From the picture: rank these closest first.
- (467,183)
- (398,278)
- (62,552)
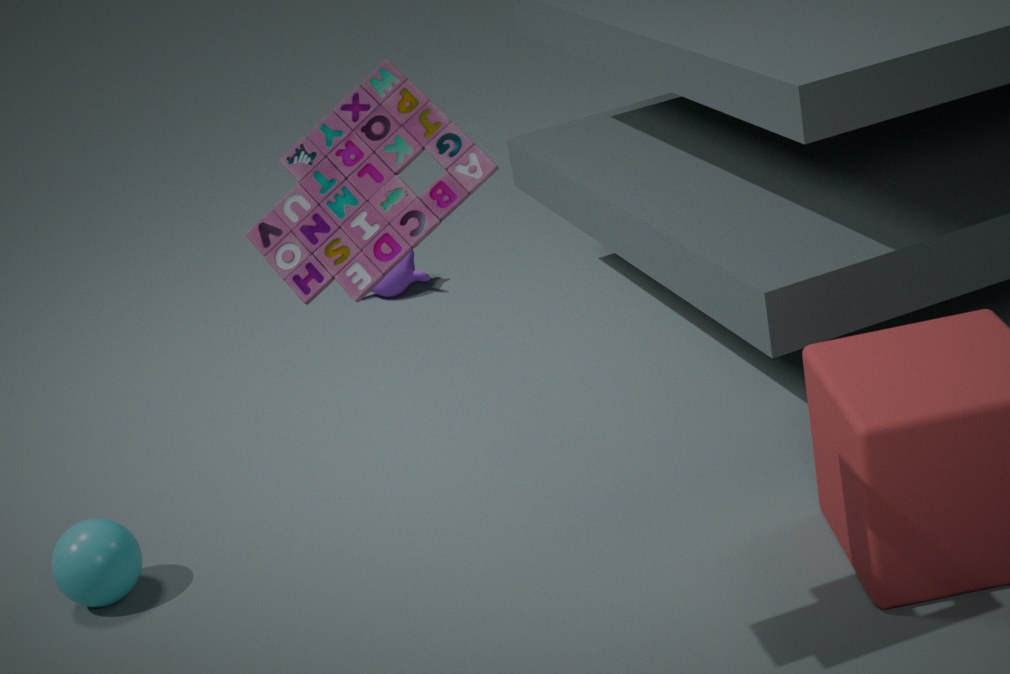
(467,183) < (62,552) < (398,278)
